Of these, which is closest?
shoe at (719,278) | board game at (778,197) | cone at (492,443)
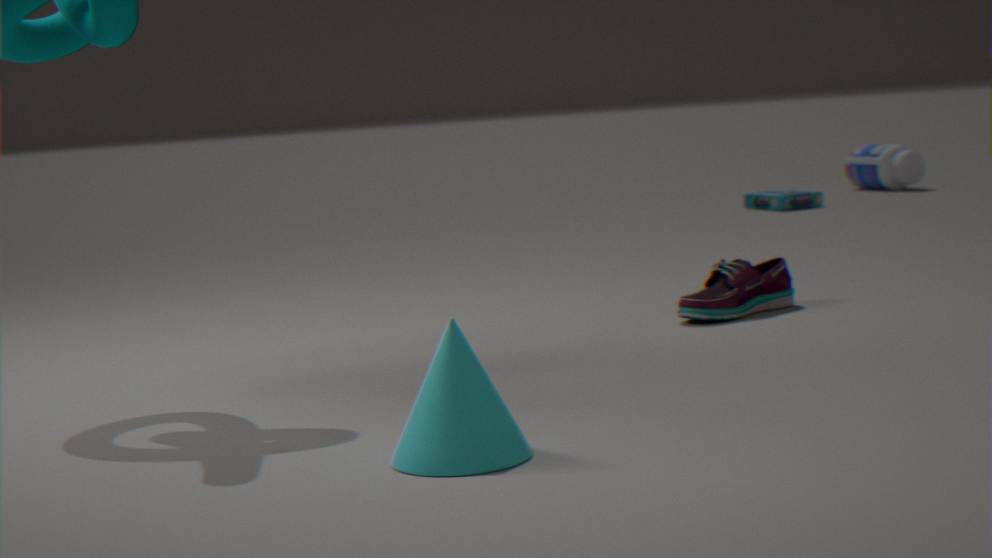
cone at (492,443)
